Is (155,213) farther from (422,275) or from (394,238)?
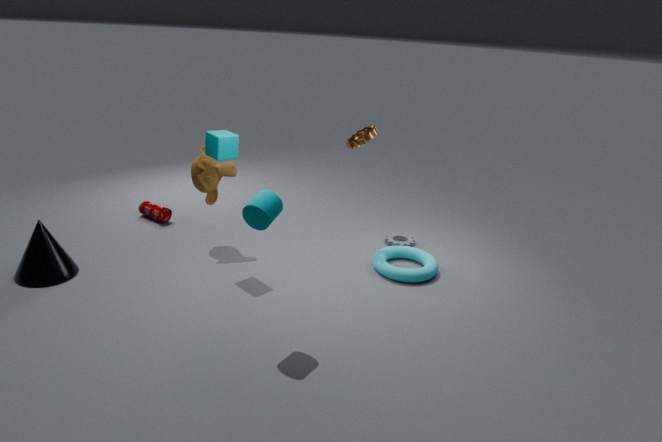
(422,275)
